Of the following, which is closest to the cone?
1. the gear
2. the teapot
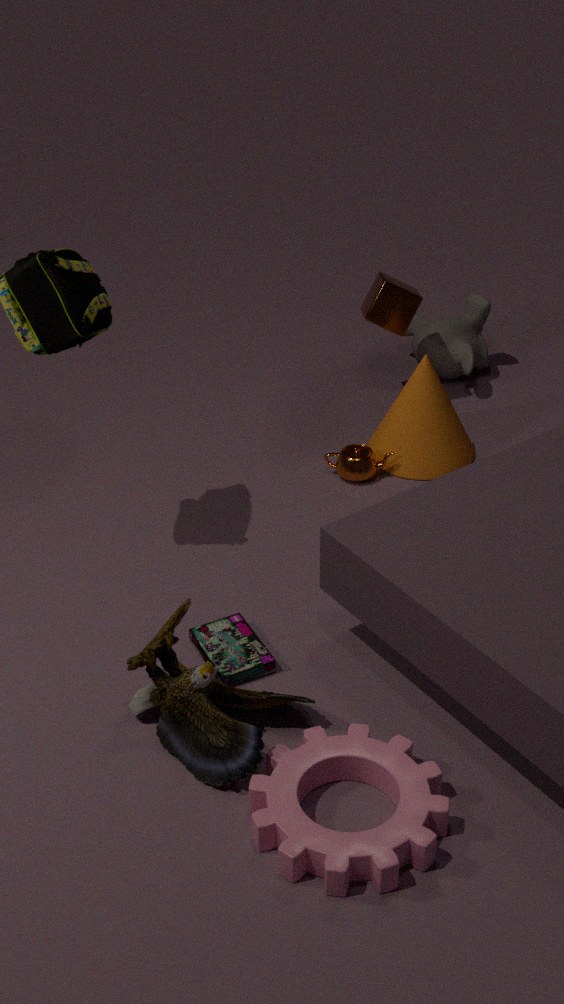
the teapot
